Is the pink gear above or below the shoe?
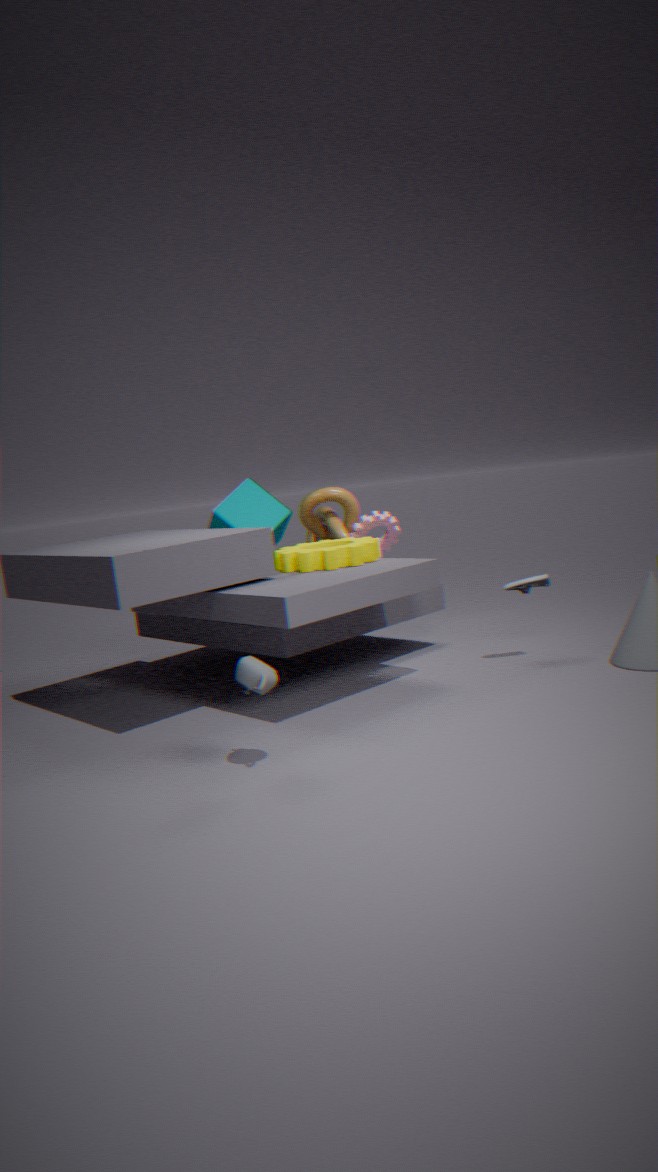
above
